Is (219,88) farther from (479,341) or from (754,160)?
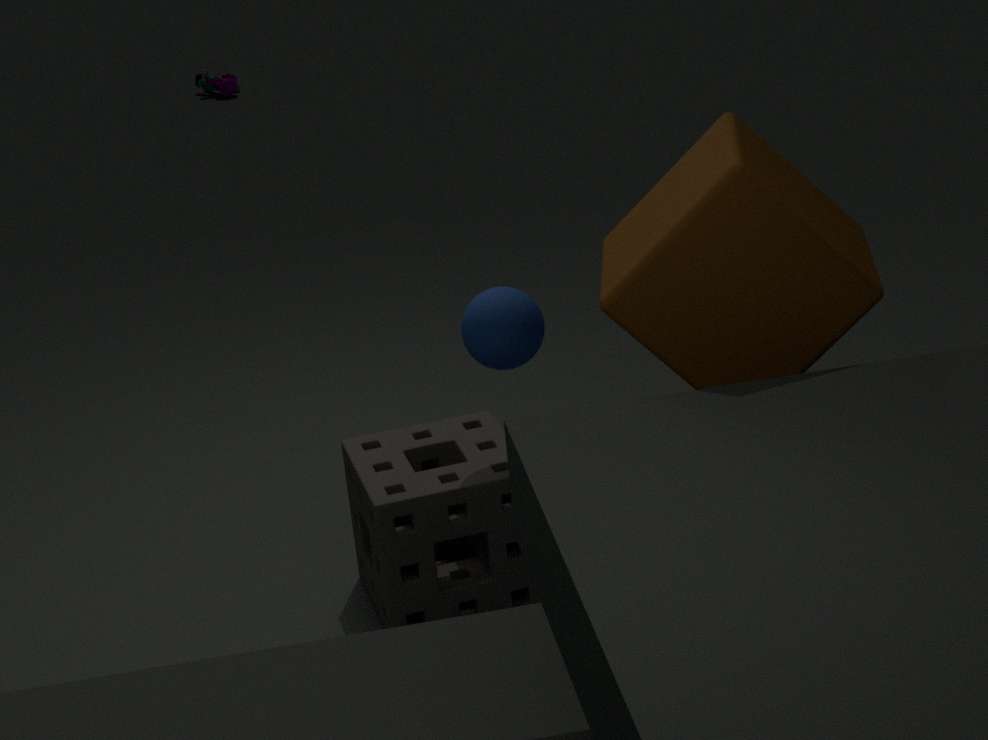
(754,160)
